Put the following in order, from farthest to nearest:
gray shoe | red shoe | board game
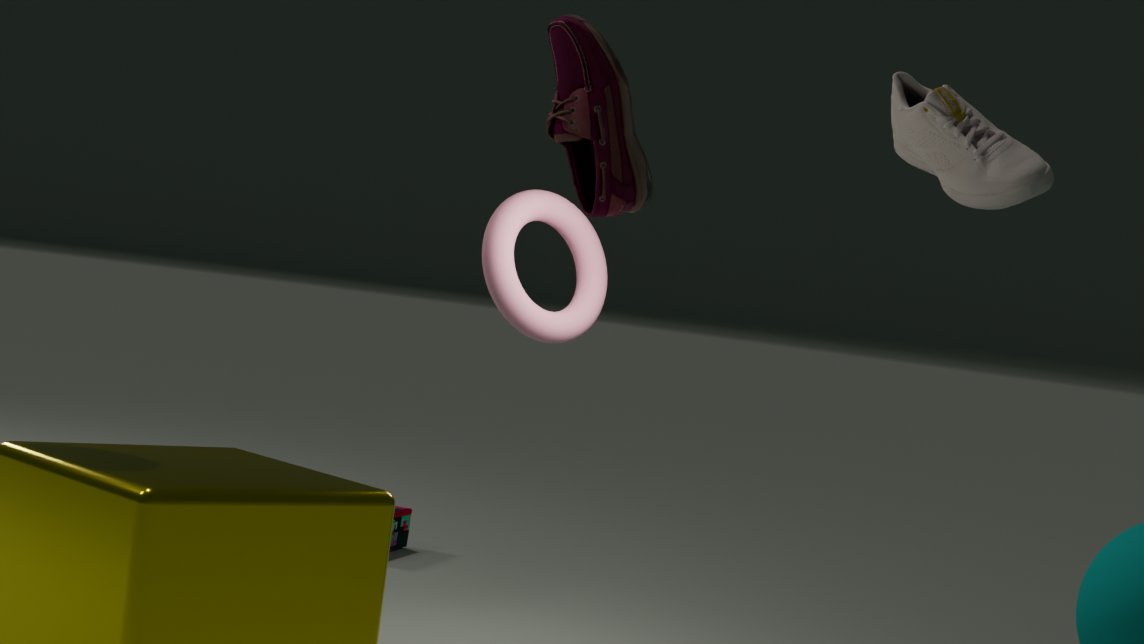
board game → gray shoe → red shoe
